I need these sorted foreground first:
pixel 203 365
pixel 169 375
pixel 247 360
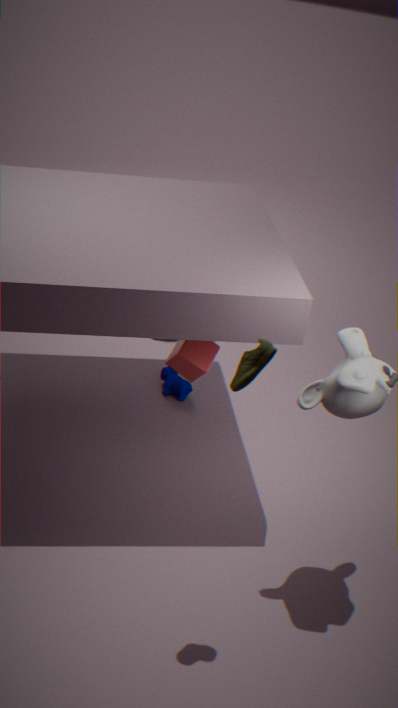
pixel 247 360
pixel 203 365
pixel 169 375
